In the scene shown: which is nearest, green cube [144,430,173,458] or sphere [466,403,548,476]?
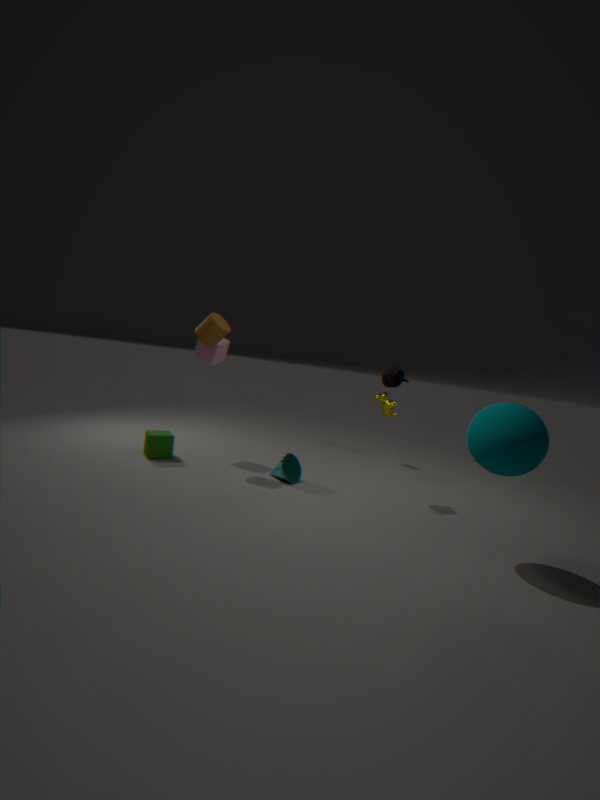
sphere [466,403,548,476]
